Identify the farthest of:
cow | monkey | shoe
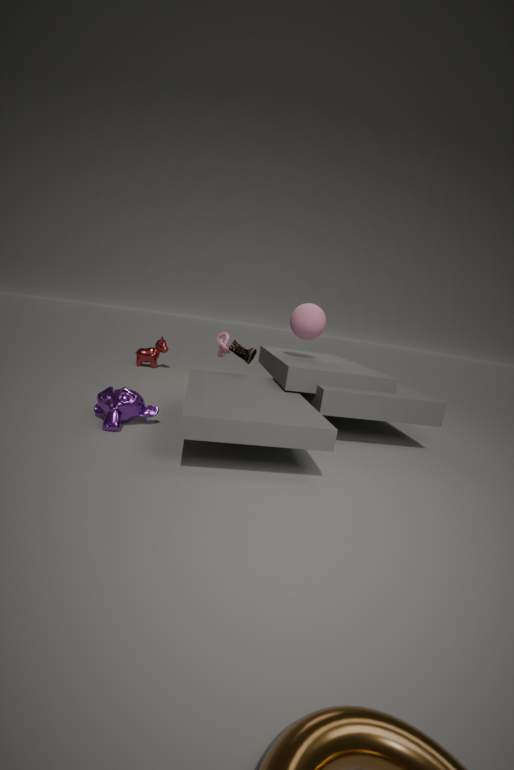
cow
